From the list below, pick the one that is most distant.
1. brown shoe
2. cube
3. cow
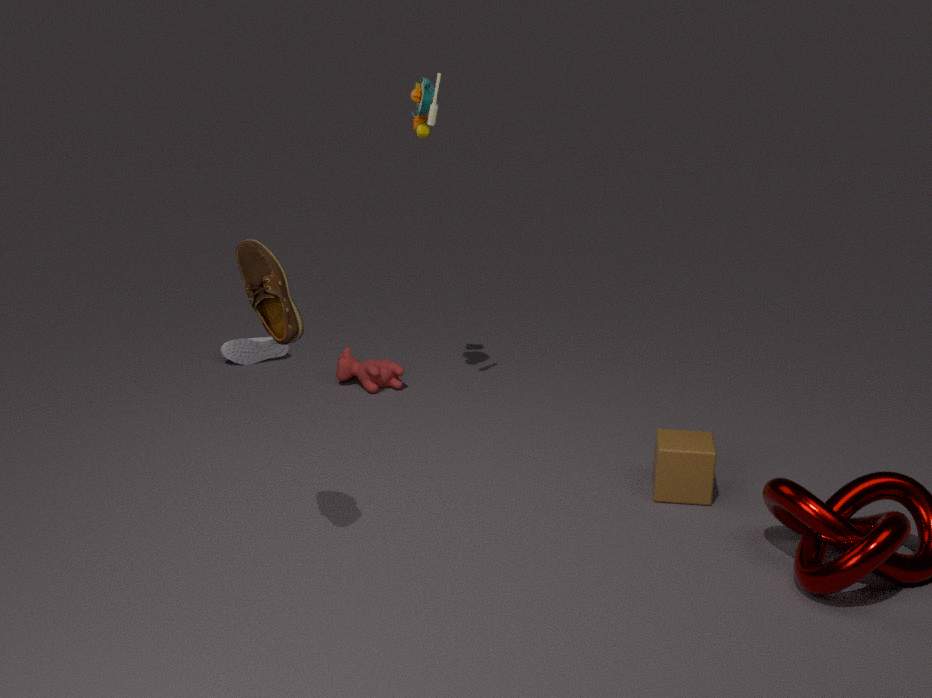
cow
